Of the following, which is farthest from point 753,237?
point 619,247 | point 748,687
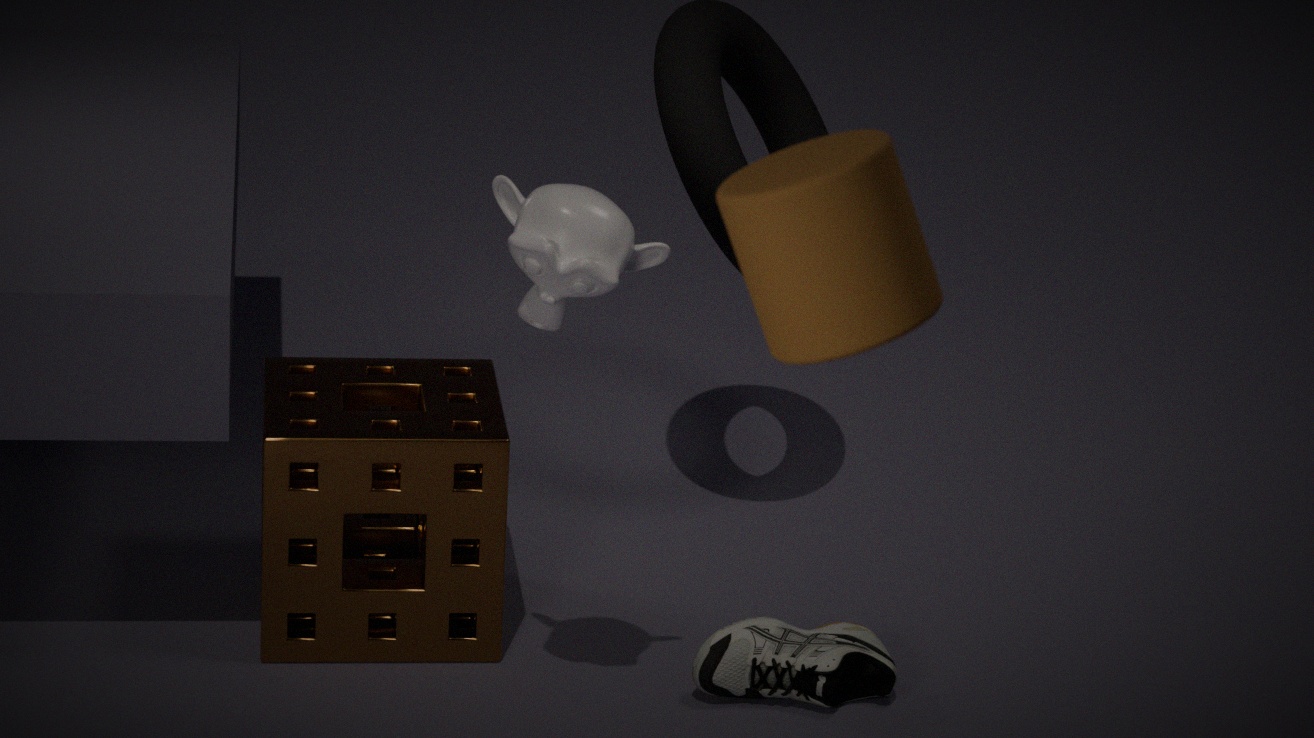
point 748,687
